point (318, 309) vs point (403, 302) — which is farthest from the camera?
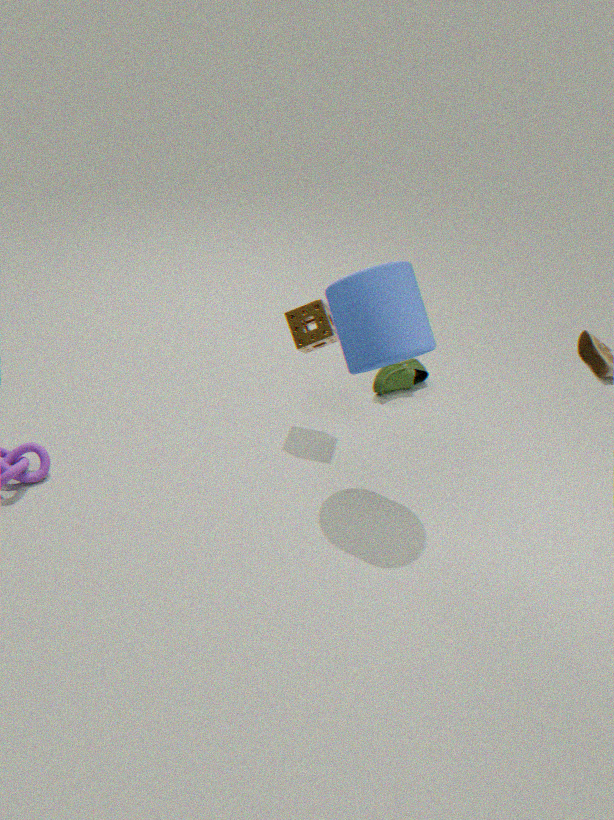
point (318, 309)
